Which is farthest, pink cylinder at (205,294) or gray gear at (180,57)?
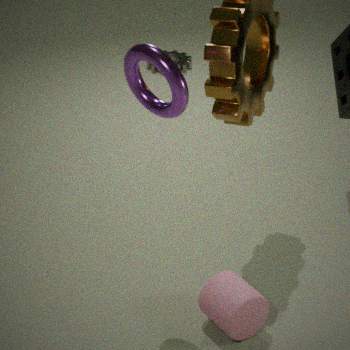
gray gear at (180,57)
